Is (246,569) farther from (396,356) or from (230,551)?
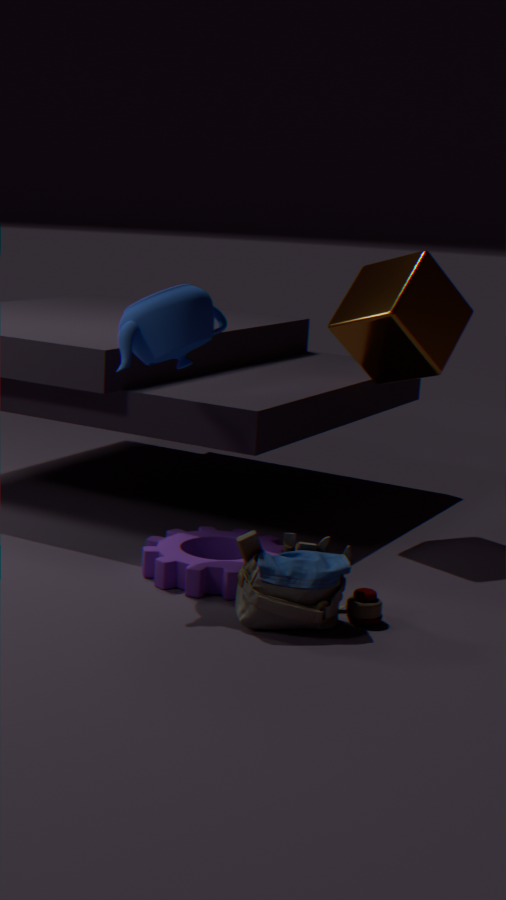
(396,356)
